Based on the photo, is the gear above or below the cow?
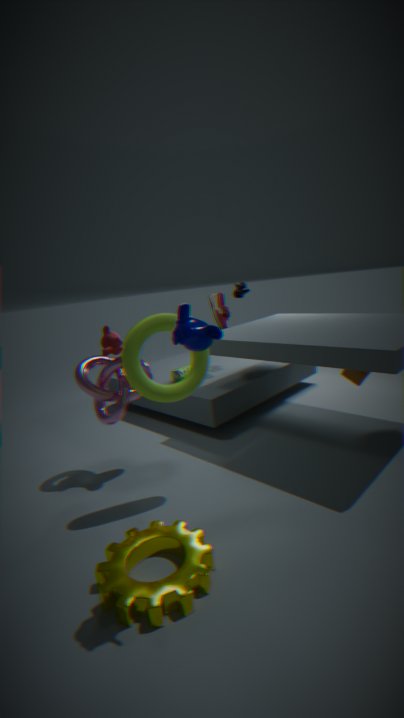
below
